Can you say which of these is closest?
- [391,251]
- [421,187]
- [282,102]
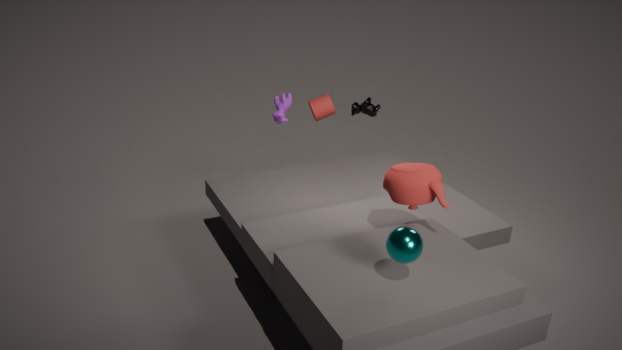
[391,251]
